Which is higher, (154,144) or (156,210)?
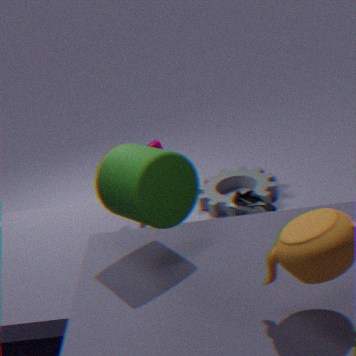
(156,210)
